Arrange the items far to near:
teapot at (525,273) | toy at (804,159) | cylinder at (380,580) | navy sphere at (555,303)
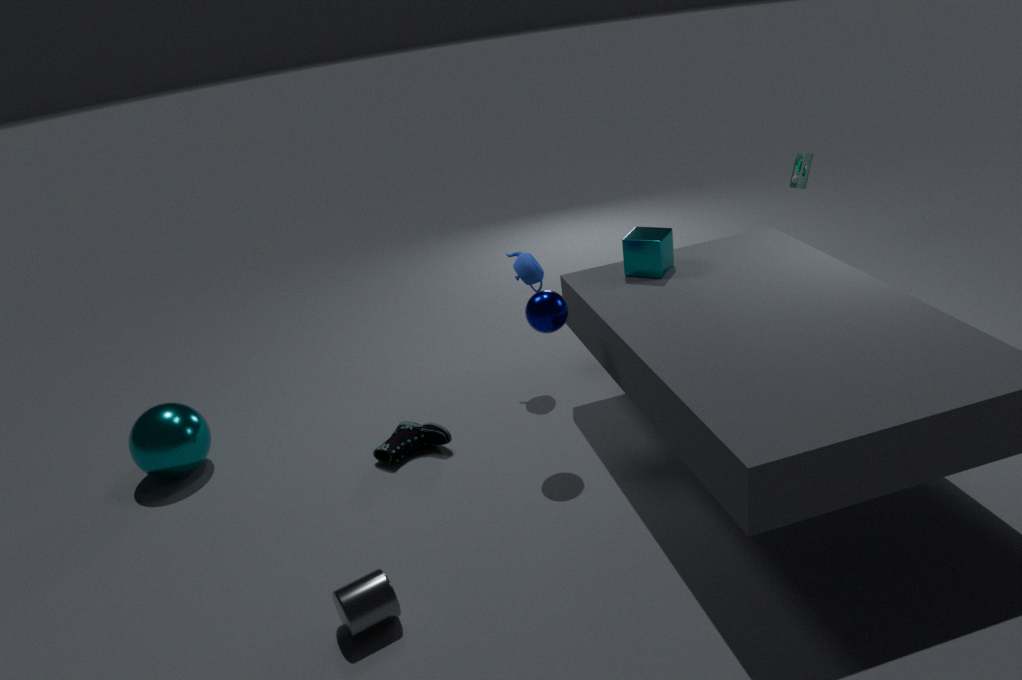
toy at (804,159) → teapot at (525,273) → navy sphere at (555,303) → cylinder at (380,580)
